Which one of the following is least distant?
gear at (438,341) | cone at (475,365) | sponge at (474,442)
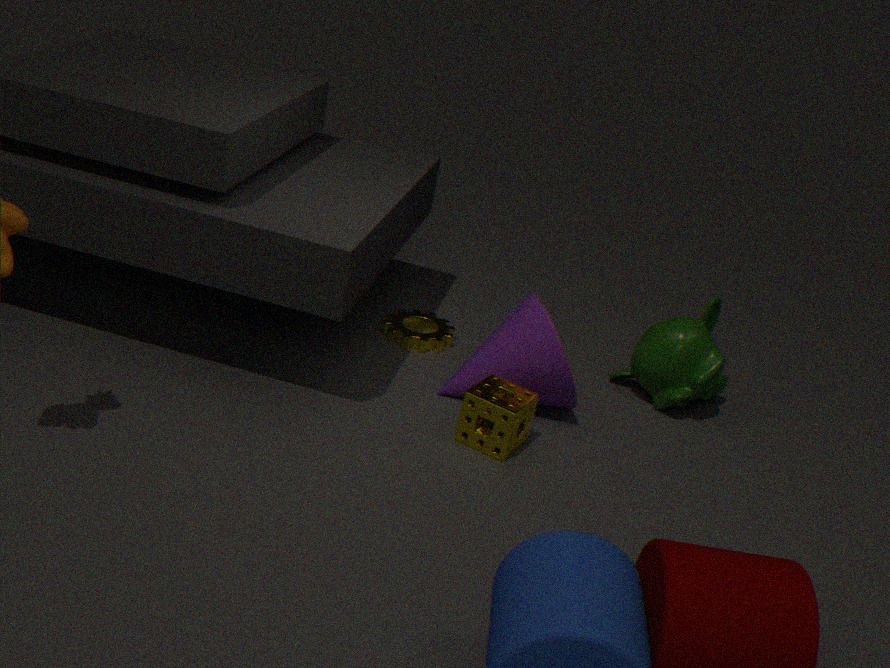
sponge at (474,442)
